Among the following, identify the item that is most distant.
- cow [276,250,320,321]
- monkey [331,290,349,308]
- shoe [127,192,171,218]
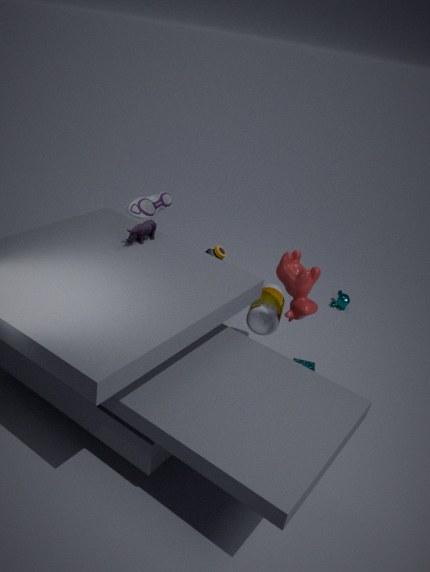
monkey [331,290,349,308]
